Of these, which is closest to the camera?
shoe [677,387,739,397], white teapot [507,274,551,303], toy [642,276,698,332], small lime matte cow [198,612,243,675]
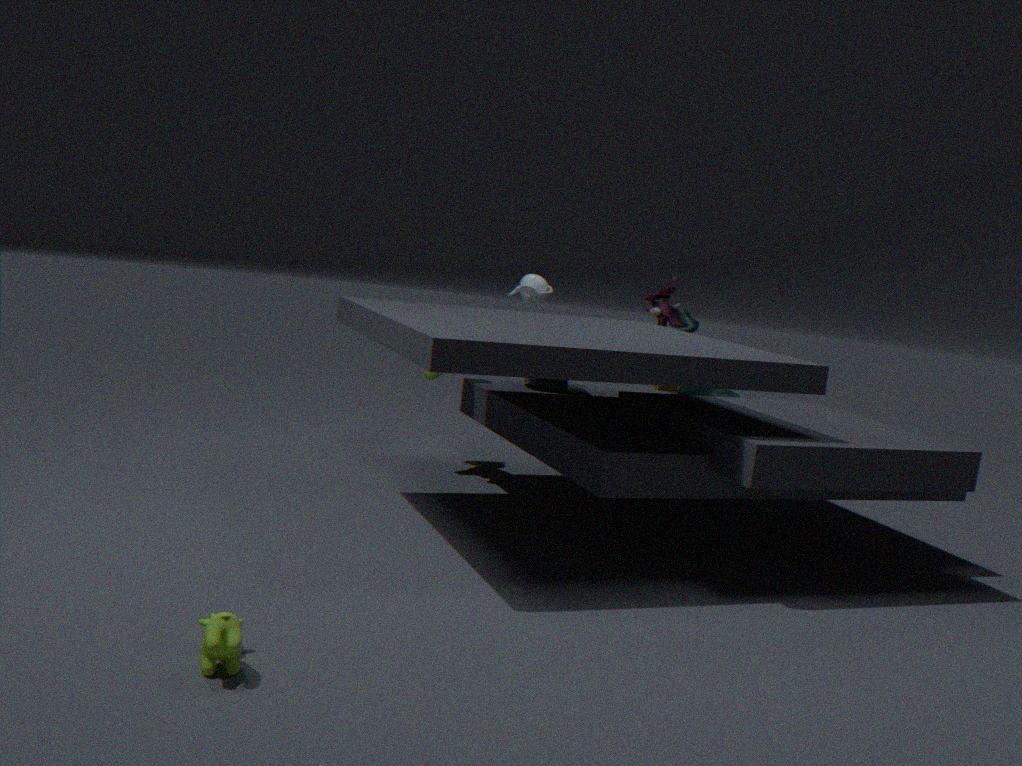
small lime matte cow [198,612,243,675]
